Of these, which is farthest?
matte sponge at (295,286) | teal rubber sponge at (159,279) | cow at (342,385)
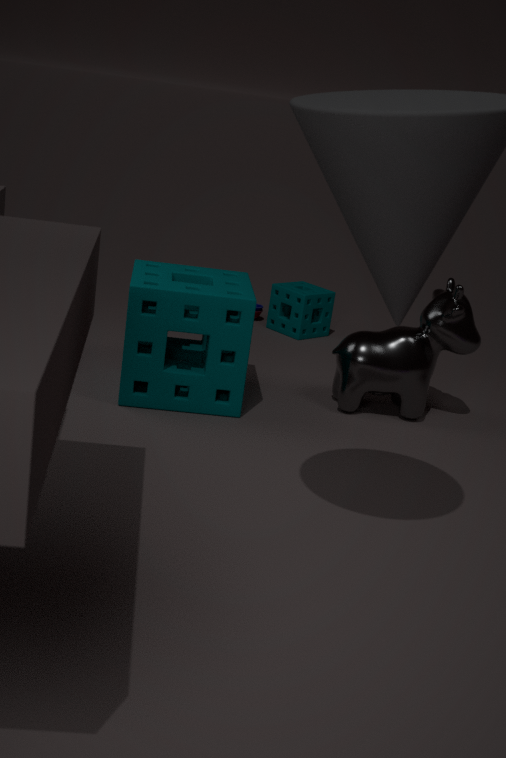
matte sponge at (295,286)
